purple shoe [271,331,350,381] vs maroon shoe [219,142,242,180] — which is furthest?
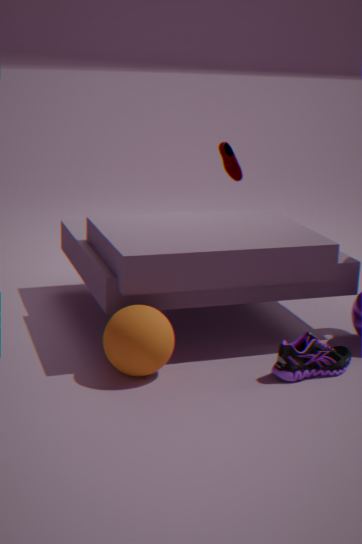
maroon shoe [219,142,242,180]
